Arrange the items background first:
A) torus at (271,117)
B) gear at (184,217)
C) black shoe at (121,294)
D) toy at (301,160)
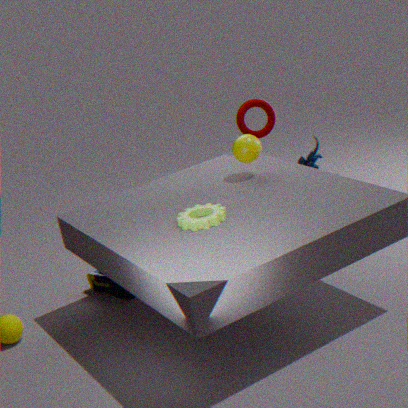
torus at (271,117) < toy at (301,160) < black shoe at (121,294) < gear at (184,217)
